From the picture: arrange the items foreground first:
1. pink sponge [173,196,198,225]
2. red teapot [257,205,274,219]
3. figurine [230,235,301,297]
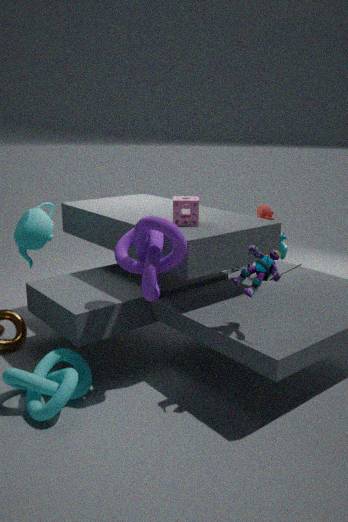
figurine [230,235,301,297], pink sponge [173,196,198,225], red teapot [257,205,274,219]
